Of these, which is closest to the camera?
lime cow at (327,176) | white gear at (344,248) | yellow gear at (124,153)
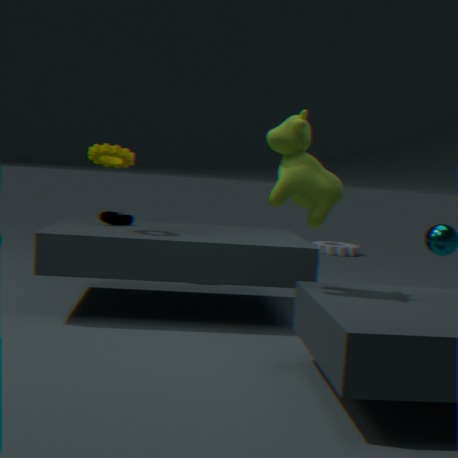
lime cow at (327,176)
